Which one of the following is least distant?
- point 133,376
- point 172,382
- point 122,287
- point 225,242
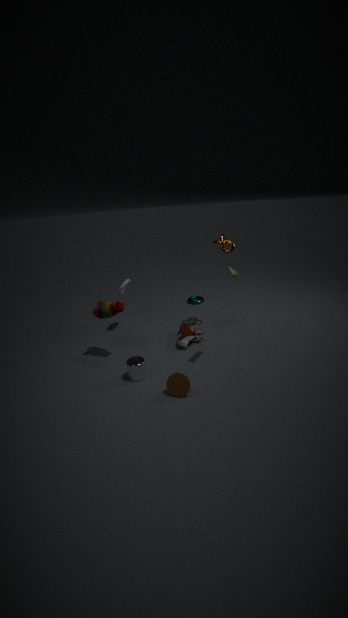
point 172,382
